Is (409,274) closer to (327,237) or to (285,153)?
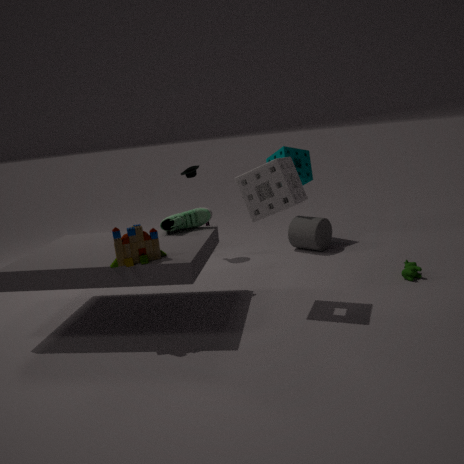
(327,237)
